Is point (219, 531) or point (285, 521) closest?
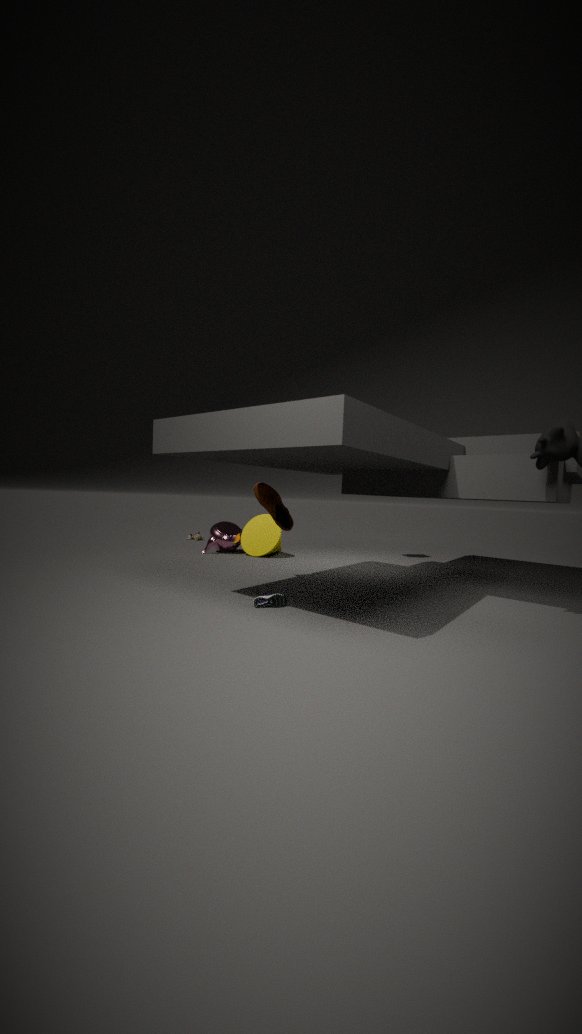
point (285, 521)
